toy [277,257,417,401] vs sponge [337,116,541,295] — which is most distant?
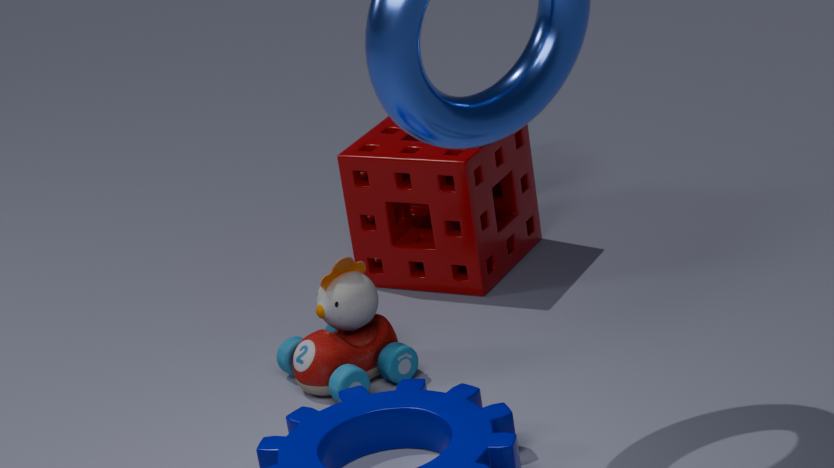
sponge [337,116,541,295]
